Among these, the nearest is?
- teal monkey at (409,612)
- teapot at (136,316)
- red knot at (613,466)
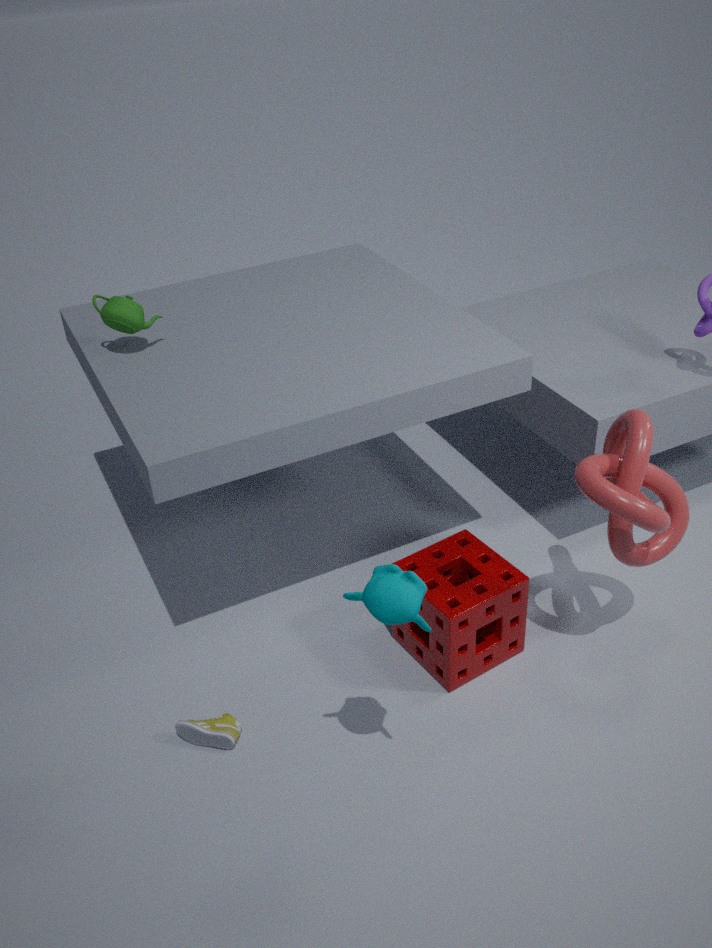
teal monkey at (409,612)
